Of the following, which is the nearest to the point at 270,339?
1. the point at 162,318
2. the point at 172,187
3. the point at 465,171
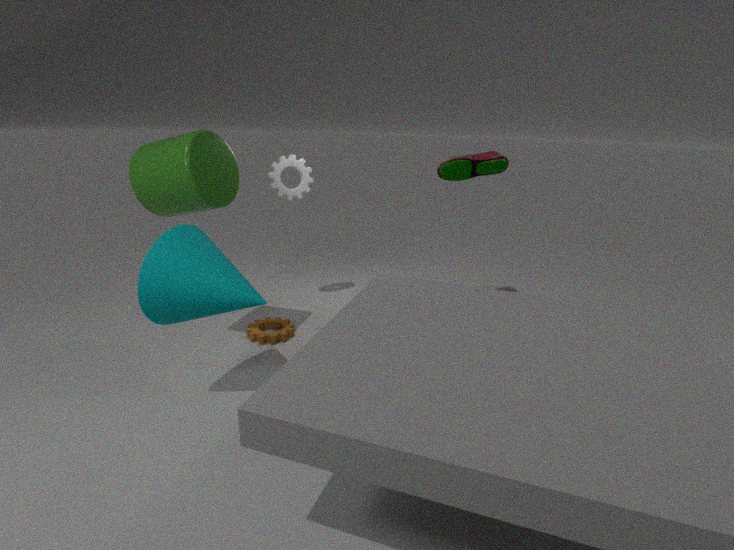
the point at 162,318
